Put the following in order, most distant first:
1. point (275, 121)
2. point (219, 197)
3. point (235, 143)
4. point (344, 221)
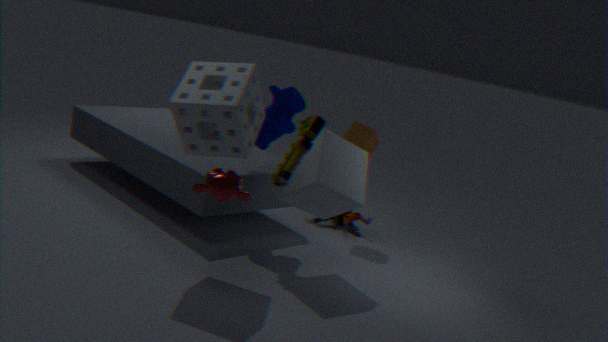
point (344, 221) < point (275, 121) < point (235, 143) < point (219, 197)
